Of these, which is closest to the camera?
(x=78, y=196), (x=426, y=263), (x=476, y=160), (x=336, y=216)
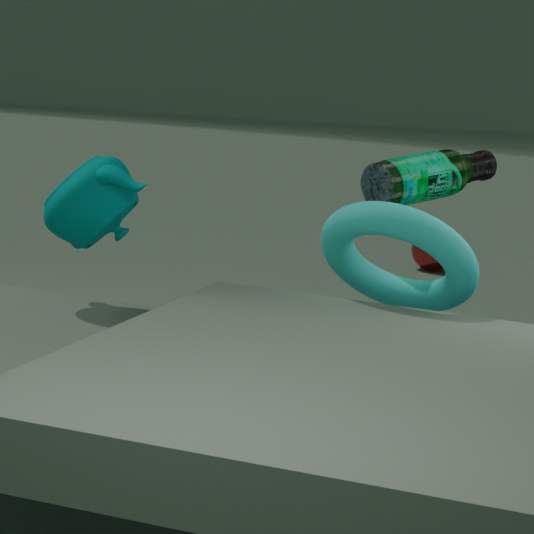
(x=336, y=216)
